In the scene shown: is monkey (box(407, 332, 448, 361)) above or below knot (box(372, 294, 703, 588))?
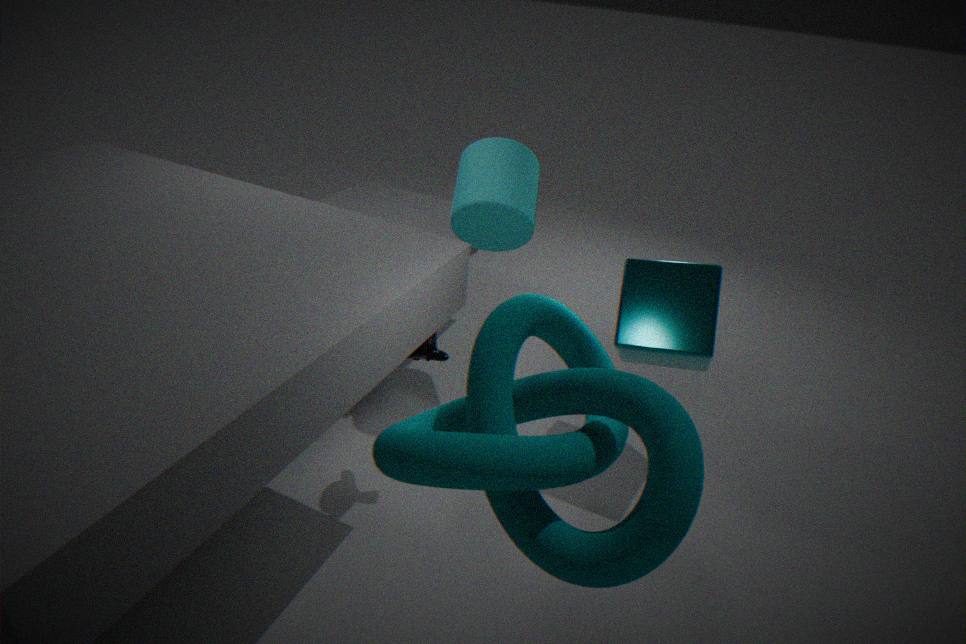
below
